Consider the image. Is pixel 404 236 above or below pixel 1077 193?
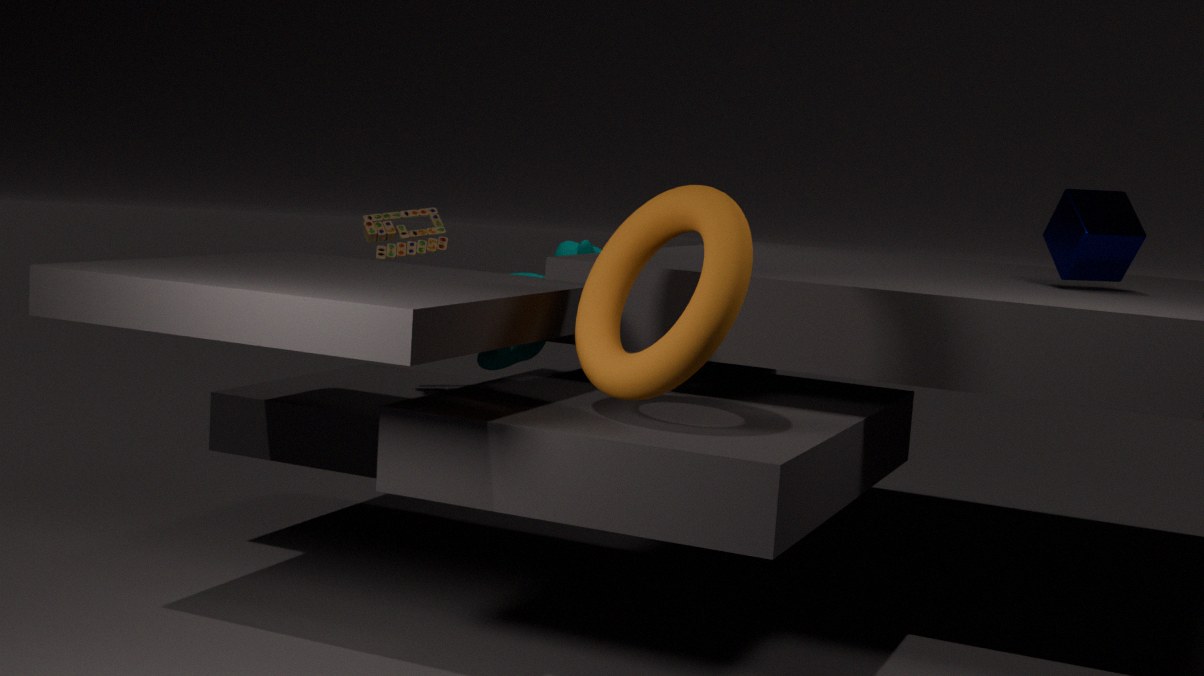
below
